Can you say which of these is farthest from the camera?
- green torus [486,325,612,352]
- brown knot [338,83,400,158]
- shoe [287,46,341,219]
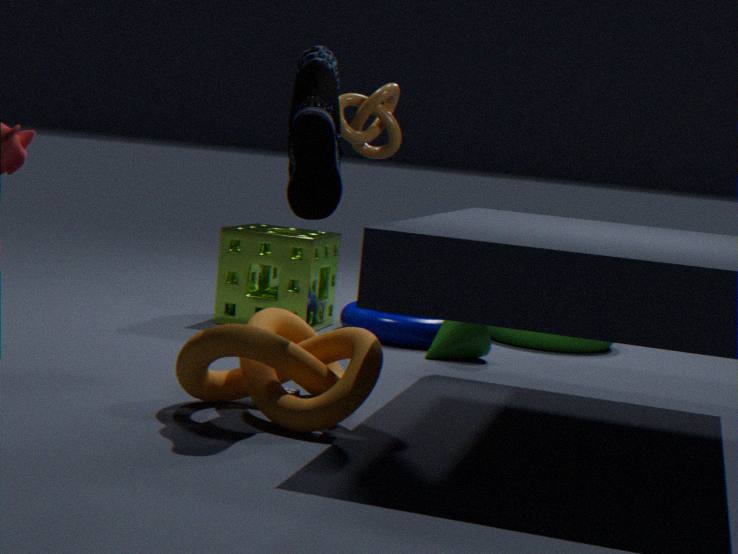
green torus [486,325,612,352]
